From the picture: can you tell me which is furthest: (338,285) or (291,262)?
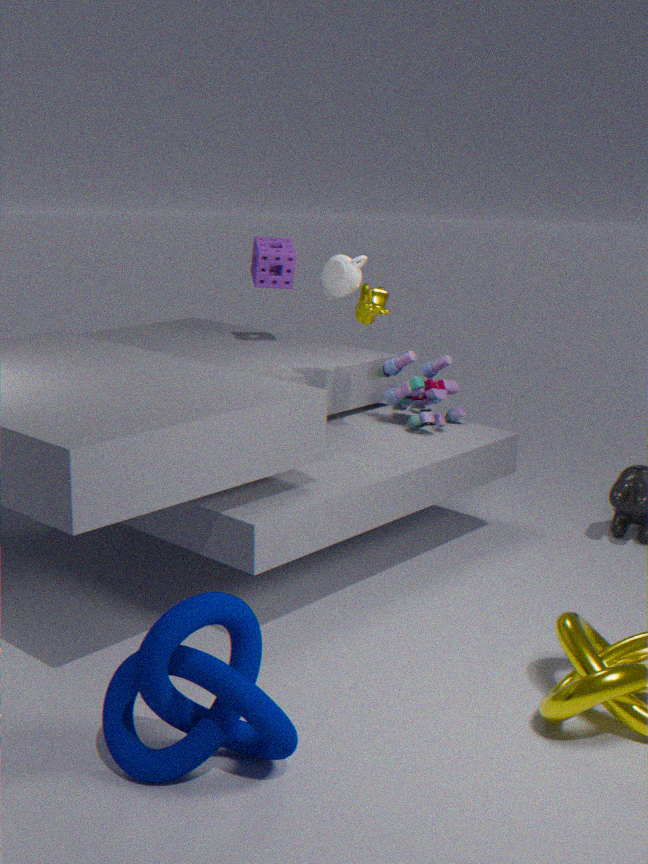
(291,262)
